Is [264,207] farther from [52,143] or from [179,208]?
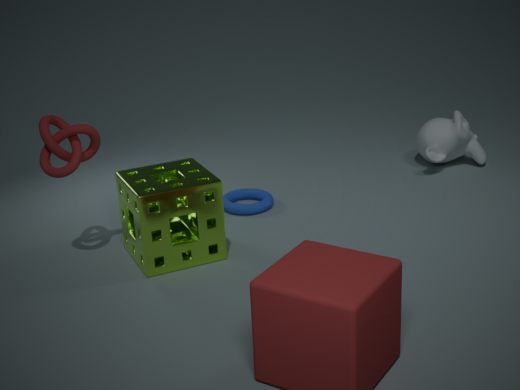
[52,143]
